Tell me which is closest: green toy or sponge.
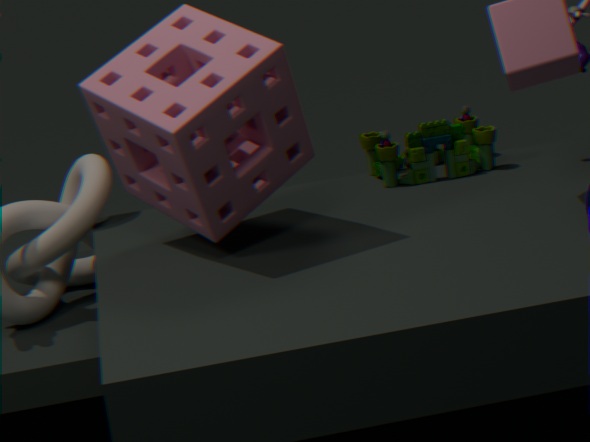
sponge
